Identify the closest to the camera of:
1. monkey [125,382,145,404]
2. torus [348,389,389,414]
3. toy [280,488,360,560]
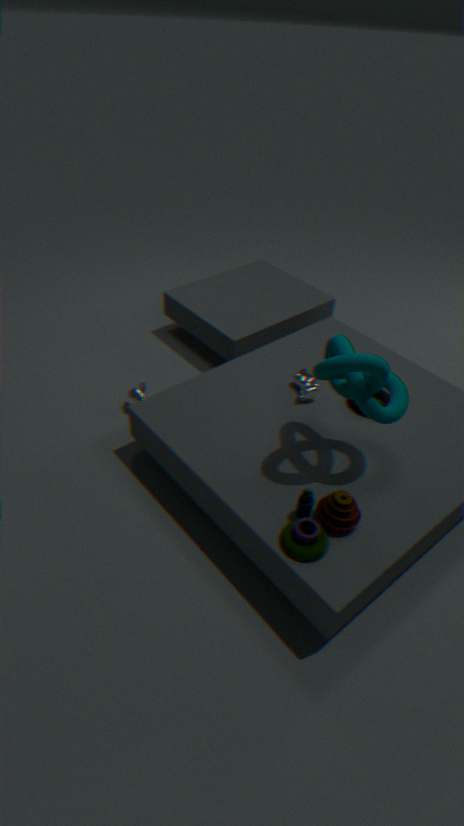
A: toy [280,488,360,560]
